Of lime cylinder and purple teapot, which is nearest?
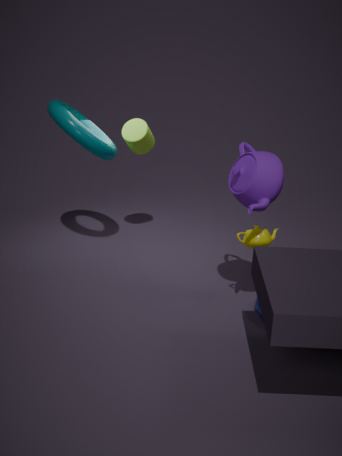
purple teapot
